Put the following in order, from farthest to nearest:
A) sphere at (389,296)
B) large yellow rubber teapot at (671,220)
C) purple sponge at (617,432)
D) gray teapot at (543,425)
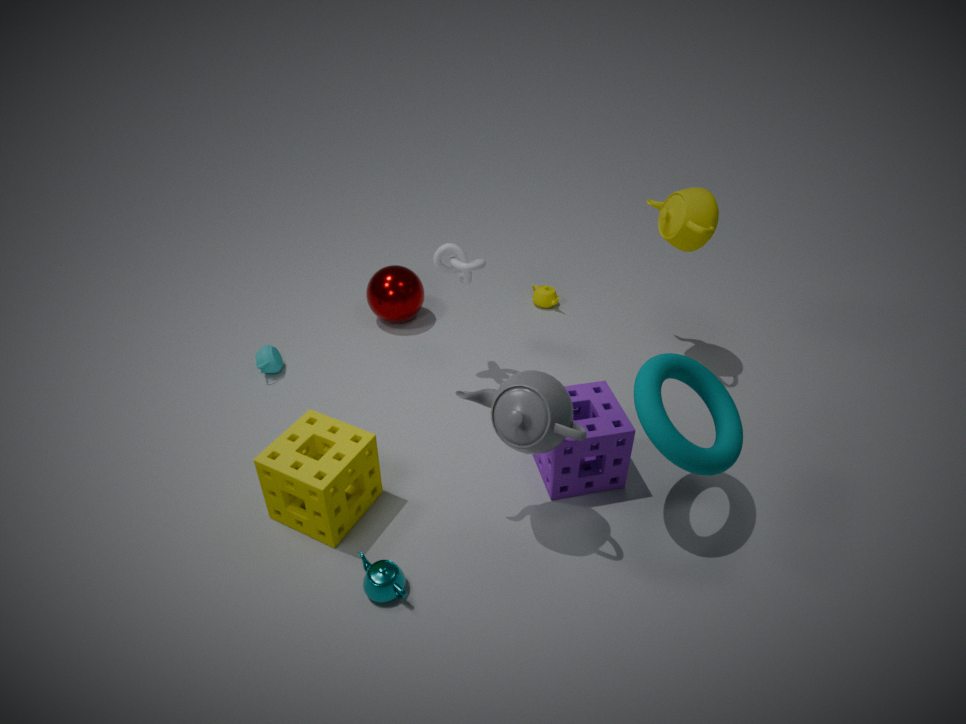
sphere at (389,296) → large yellow rubber teapot at (671,220) → purple sponge at (617,432) → gray teapot at (543,425)
